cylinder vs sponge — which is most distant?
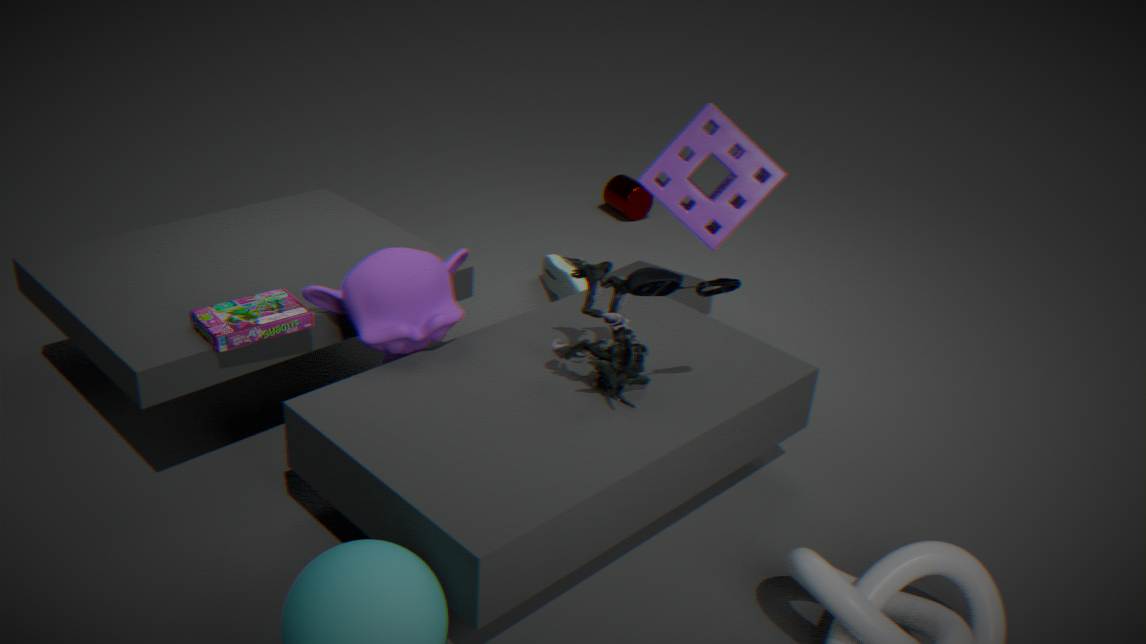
cylinder
